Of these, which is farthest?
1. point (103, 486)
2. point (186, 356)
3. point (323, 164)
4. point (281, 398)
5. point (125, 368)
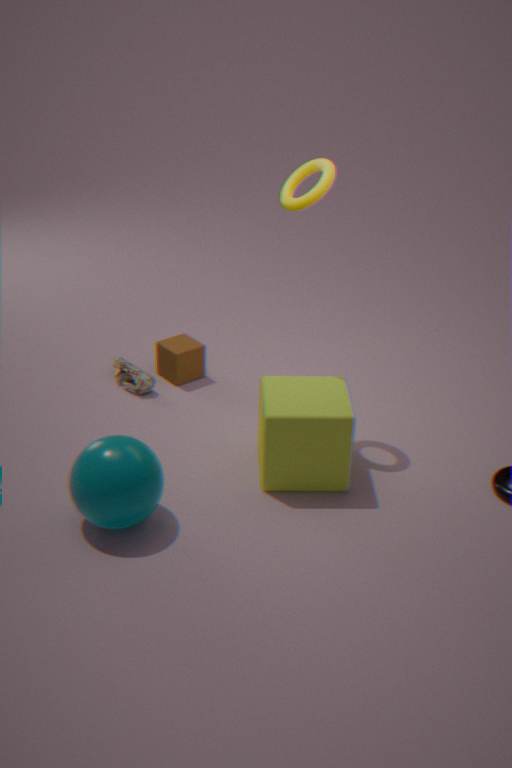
point (125, 368)
